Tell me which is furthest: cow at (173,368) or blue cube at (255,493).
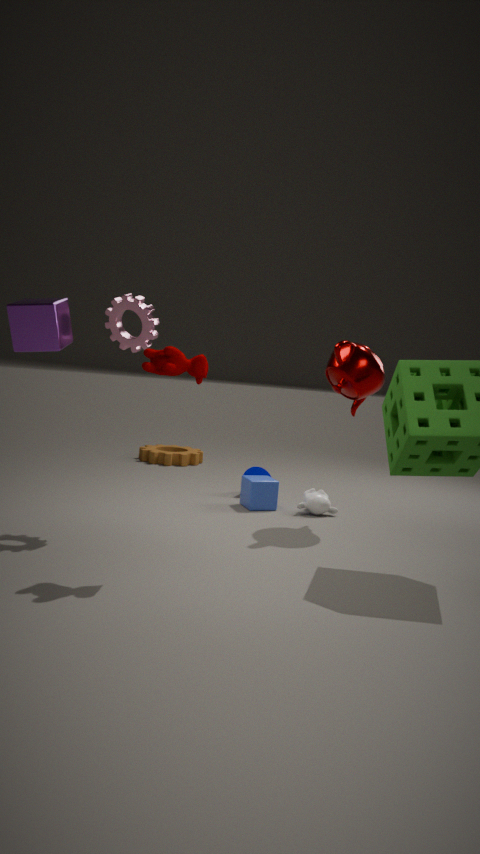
blue cube at (255,493)
